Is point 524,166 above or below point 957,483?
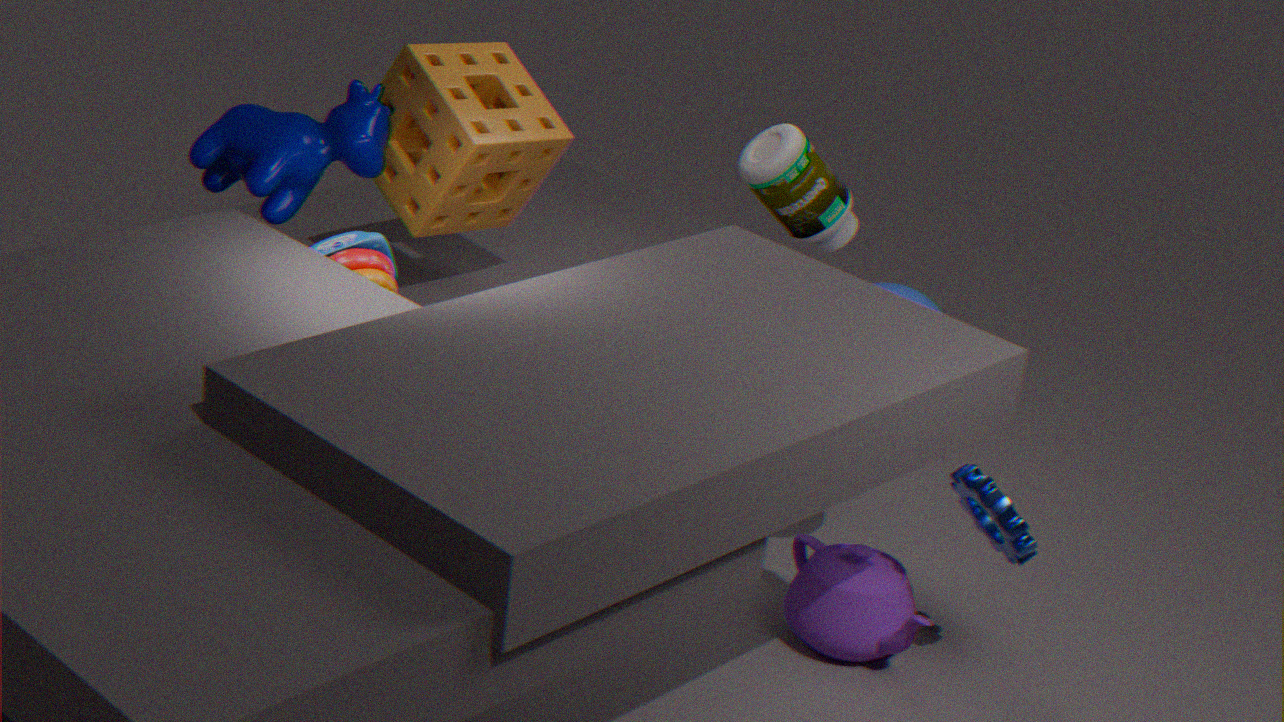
above
